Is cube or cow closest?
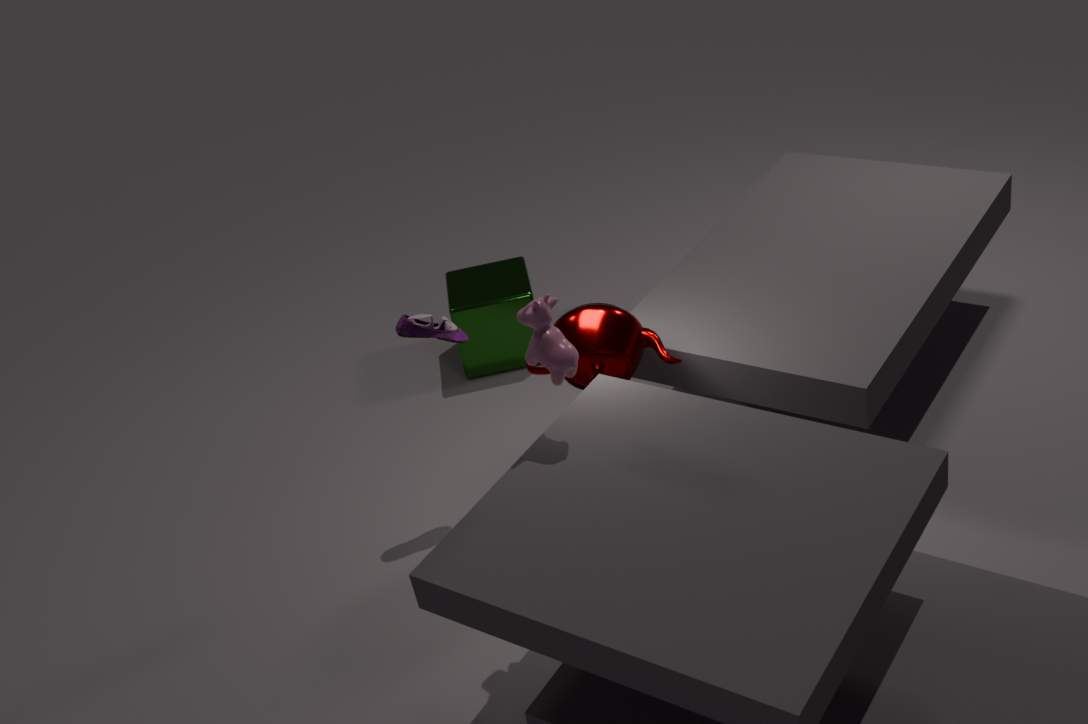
cow
